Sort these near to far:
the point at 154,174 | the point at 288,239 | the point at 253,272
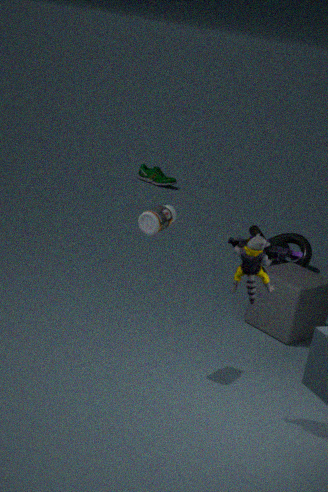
1. the point at 253,272
2. the point at 288,239
3. the point at 154,174
